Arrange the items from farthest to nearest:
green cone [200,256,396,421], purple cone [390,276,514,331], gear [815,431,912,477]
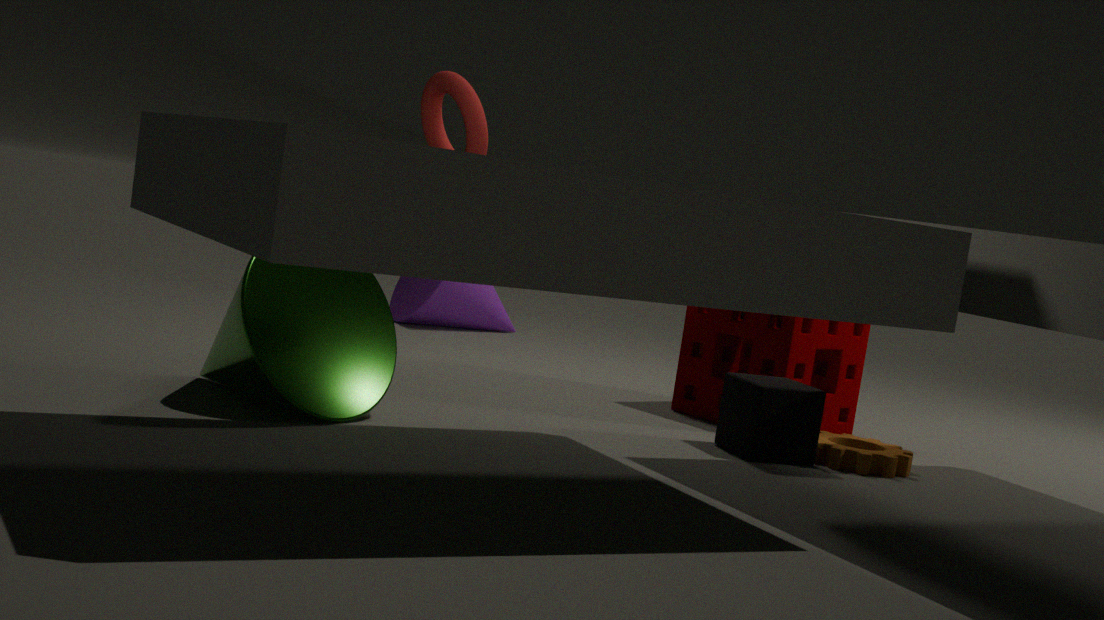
purple cone [390,276,514,331]
gear [815,431,912,477]
green cone [200,256,396,421]
